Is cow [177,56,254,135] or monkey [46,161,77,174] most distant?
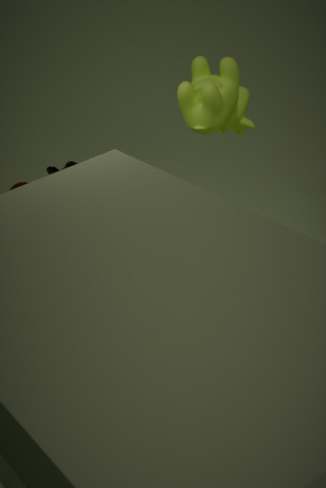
cow [177,56,254,135]
